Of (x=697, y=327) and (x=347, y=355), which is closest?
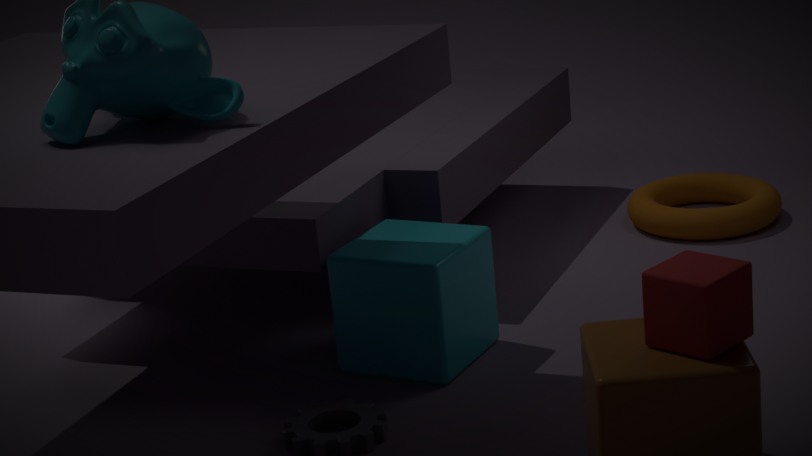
(x=697, y=327)
